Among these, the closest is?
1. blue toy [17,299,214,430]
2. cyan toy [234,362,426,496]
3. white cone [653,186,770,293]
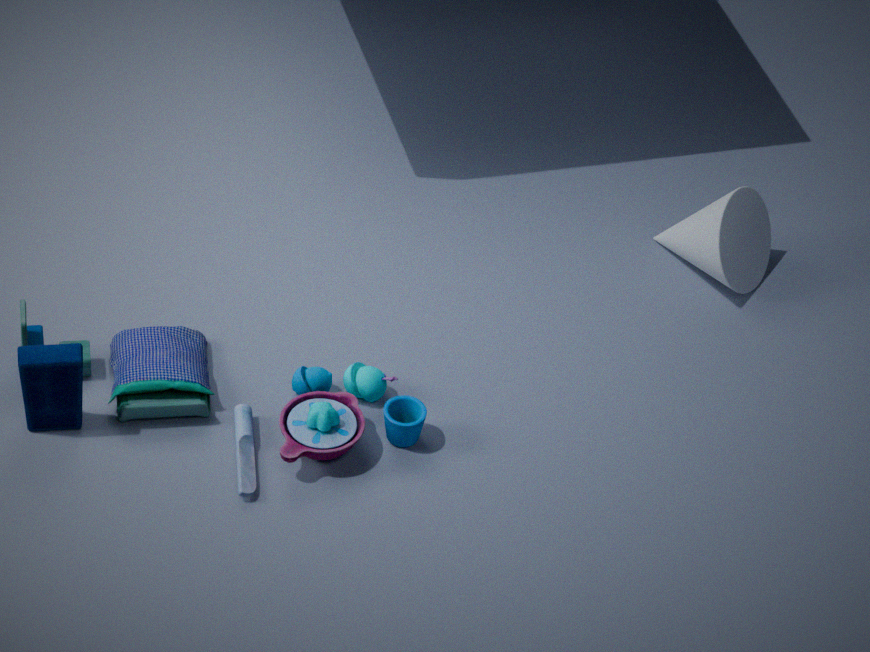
blue toy [17,299,214,430]
